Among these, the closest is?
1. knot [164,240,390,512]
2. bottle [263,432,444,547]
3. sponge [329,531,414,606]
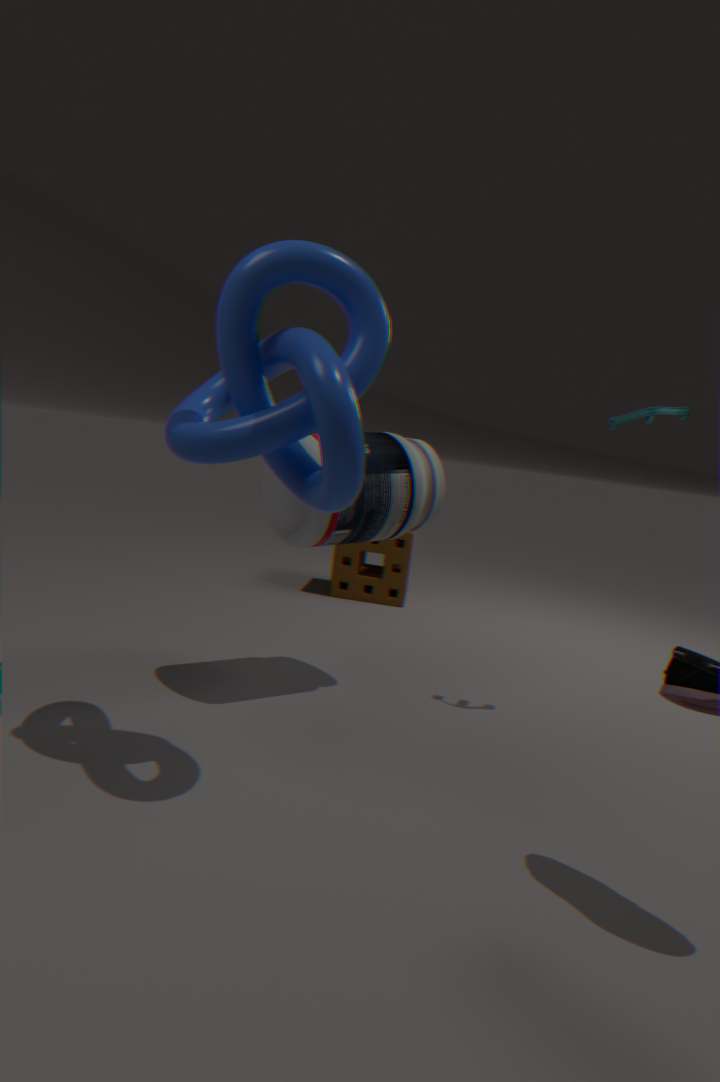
knot [164,240,390,512]
